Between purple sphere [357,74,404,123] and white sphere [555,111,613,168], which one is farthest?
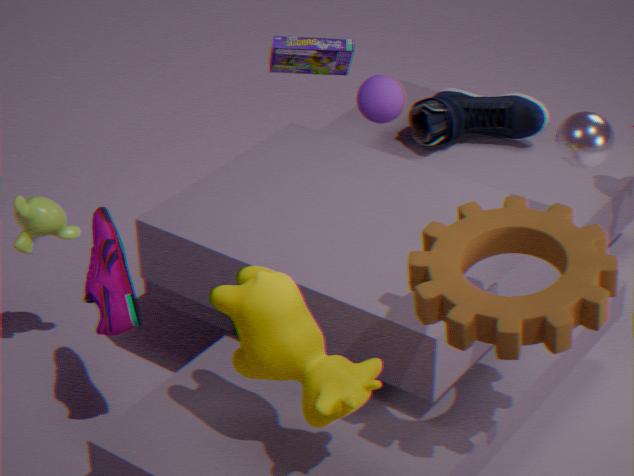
purple sphere [357,74,404,123]
